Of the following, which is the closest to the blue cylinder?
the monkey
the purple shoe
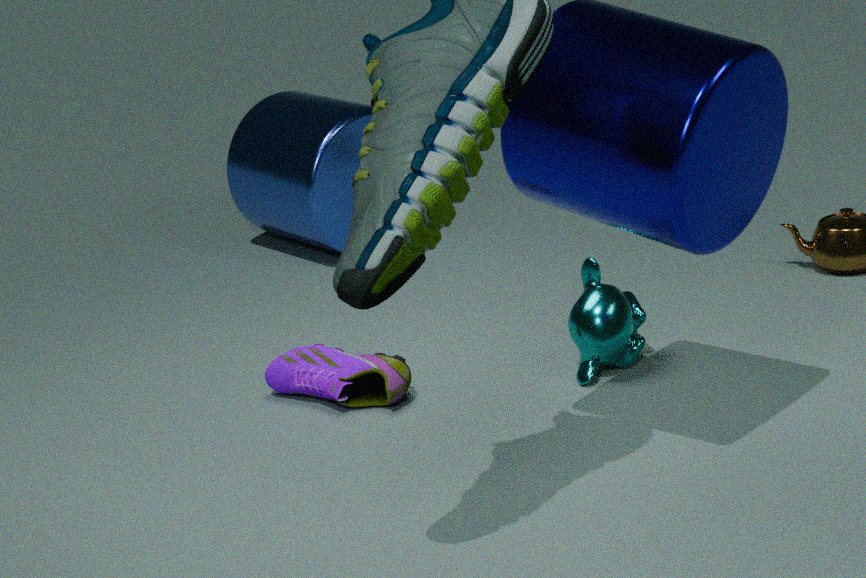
the purple shoe
